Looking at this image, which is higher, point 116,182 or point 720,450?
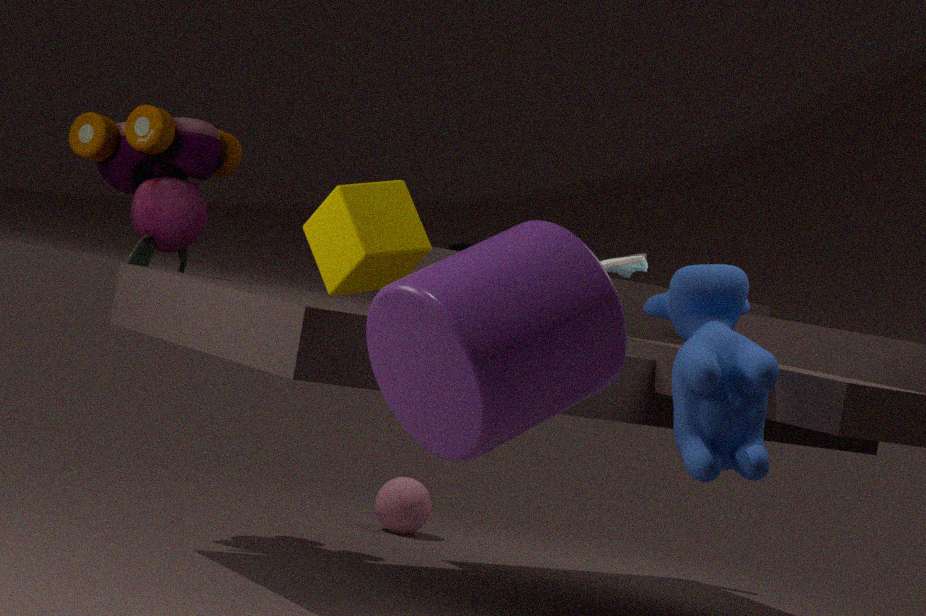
point 116,182
